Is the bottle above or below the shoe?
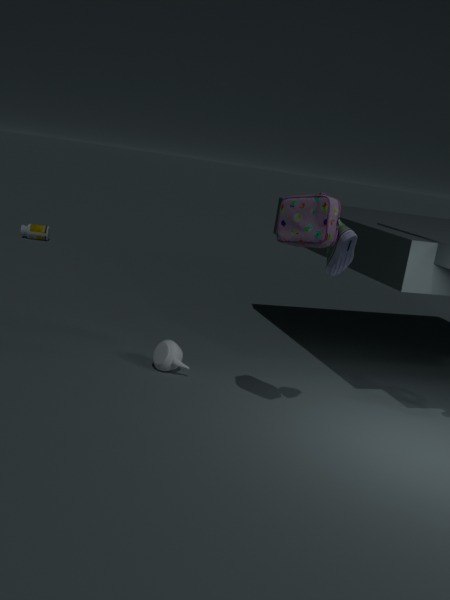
below
